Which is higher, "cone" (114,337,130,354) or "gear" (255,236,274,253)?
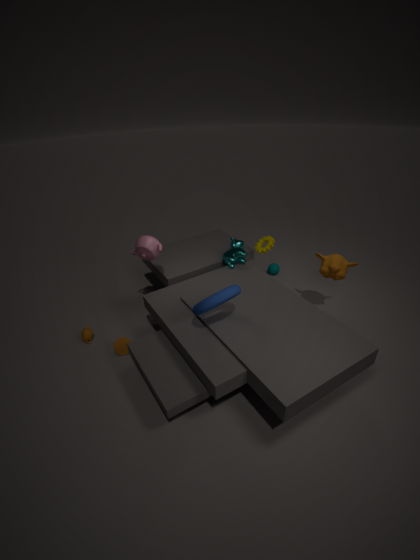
"gear" (255,236,274,253)
